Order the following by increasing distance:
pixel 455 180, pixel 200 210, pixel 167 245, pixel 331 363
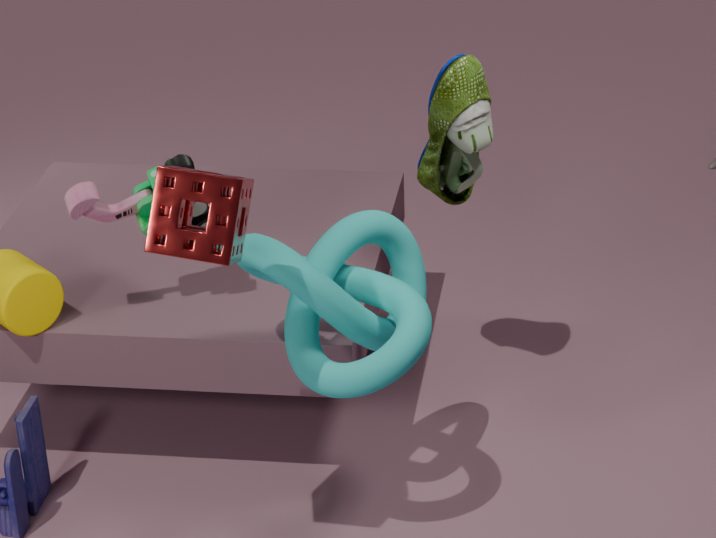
pixel 167 245, pixel 331 363, pixel 200 210, pixel 455 180
